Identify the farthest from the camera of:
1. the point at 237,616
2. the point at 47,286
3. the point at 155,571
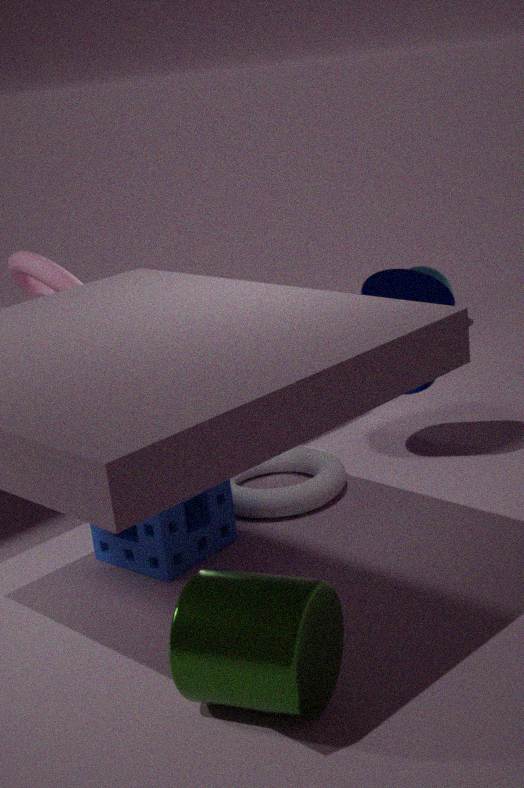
the point at 47,286
